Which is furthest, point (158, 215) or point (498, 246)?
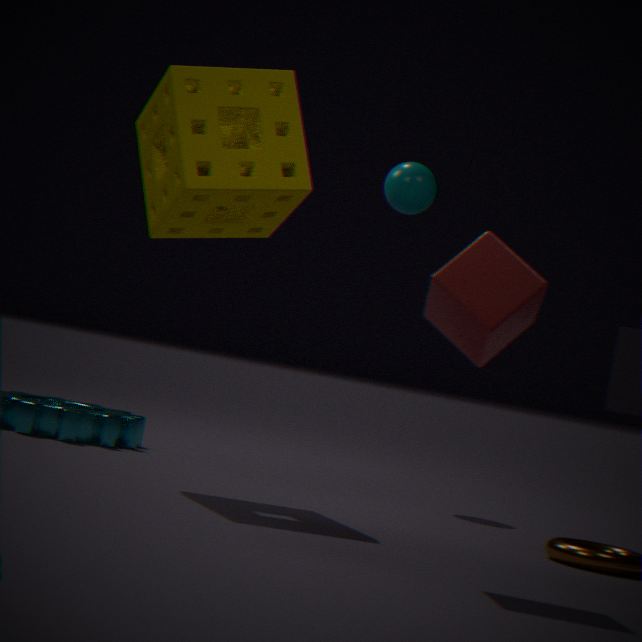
point (158, 215)
